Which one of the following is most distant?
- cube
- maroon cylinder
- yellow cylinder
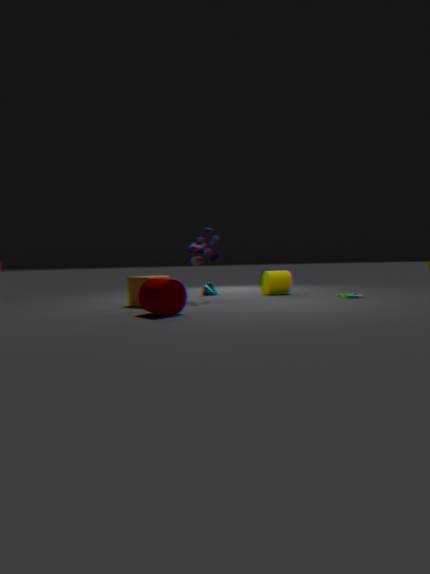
yellow cylinder
